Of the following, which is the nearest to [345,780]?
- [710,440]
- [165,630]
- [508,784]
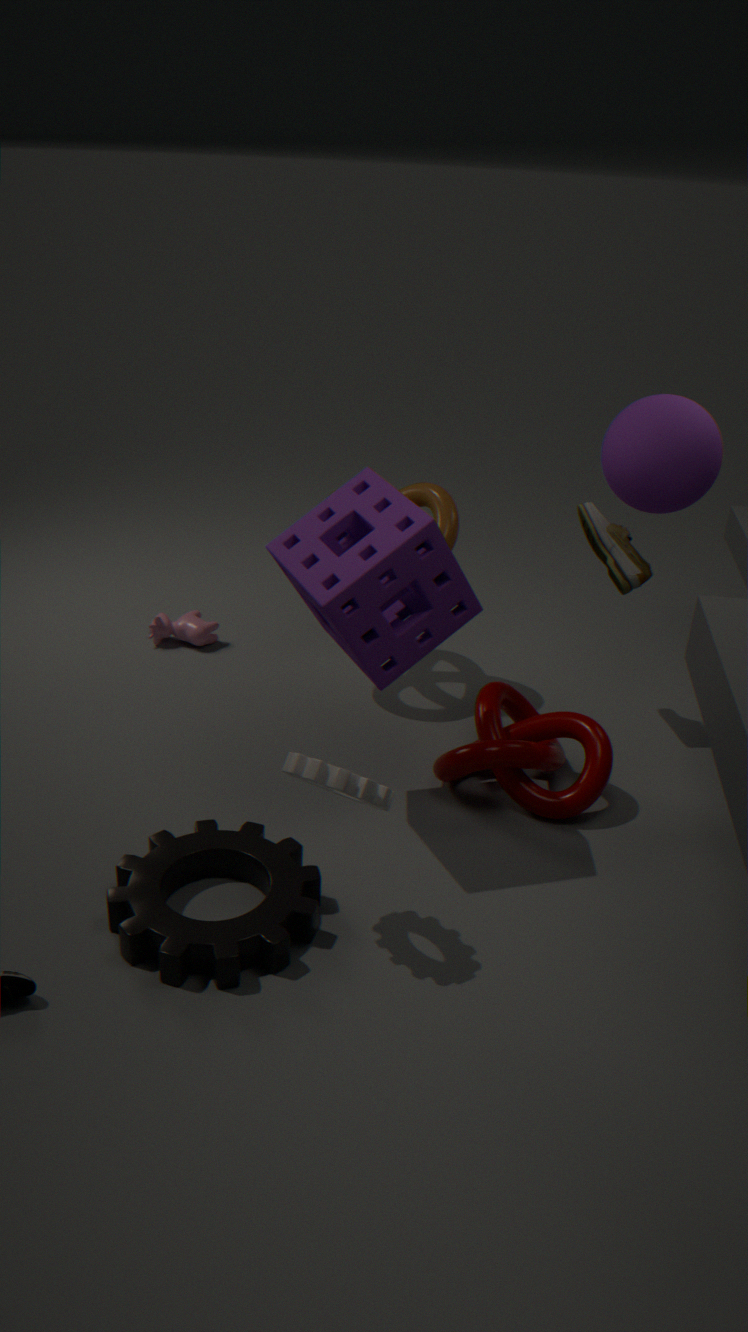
[508,784]
